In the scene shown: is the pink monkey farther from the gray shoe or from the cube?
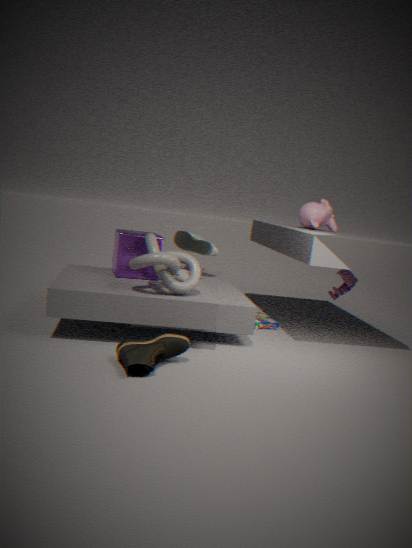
the cube
